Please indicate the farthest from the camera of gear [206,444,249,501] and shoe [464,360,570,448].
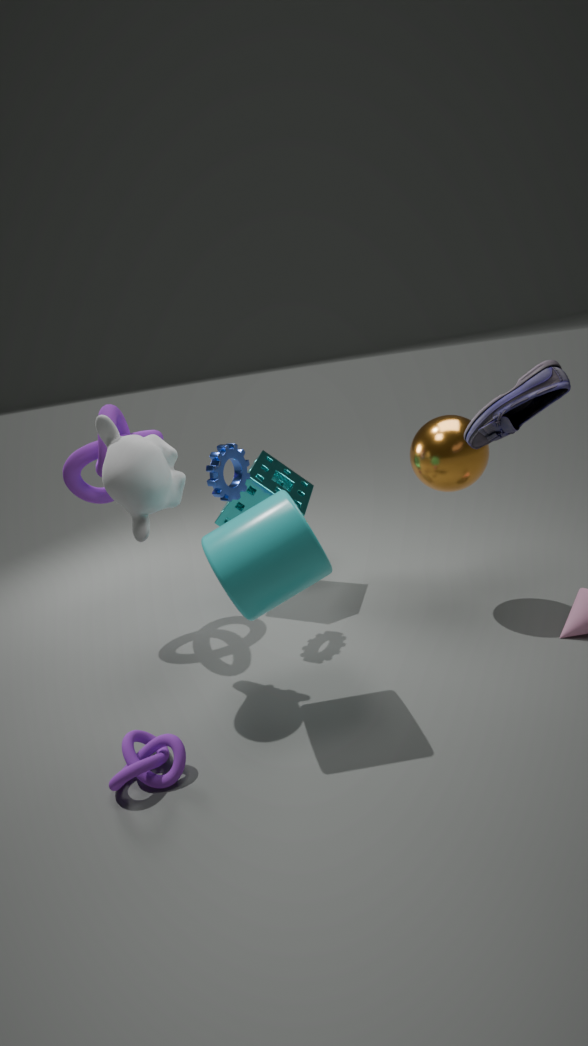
gear [206,444,249,501]
